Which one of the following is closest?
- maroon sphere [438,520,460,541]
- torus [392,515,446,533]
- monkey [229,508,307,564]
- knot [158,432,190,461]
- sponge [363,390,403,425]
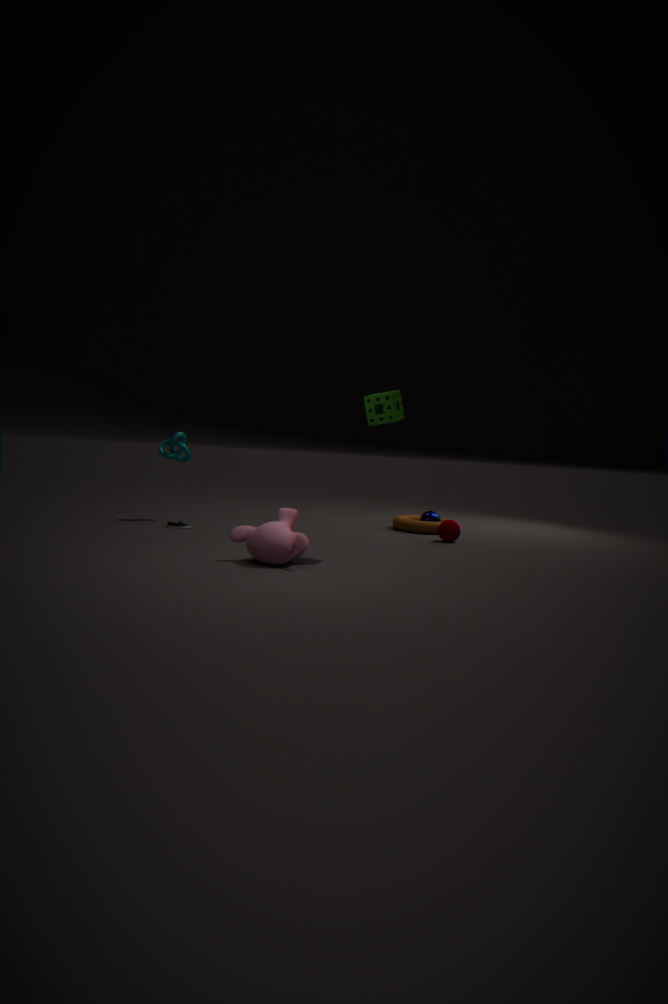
monkey [229,508,307,564]
